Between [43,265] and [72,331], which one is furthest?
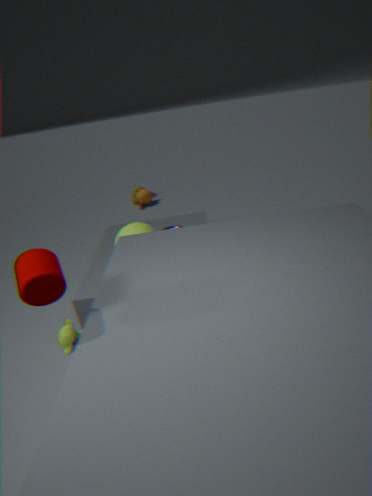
[72,331]
